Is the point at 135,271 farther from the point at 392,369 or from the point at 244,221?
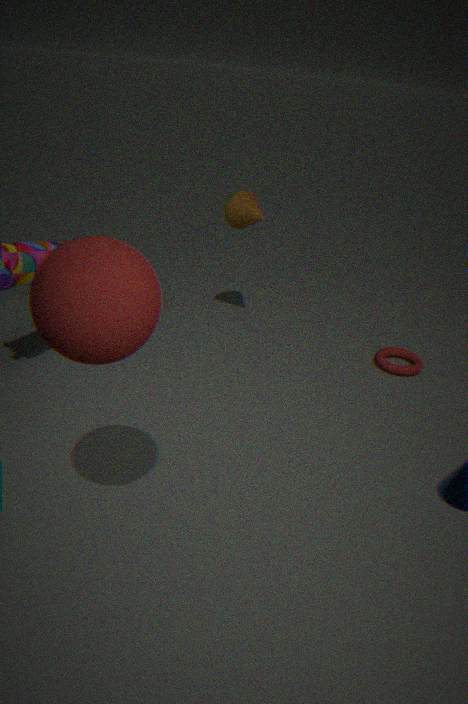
the point at 392,369
